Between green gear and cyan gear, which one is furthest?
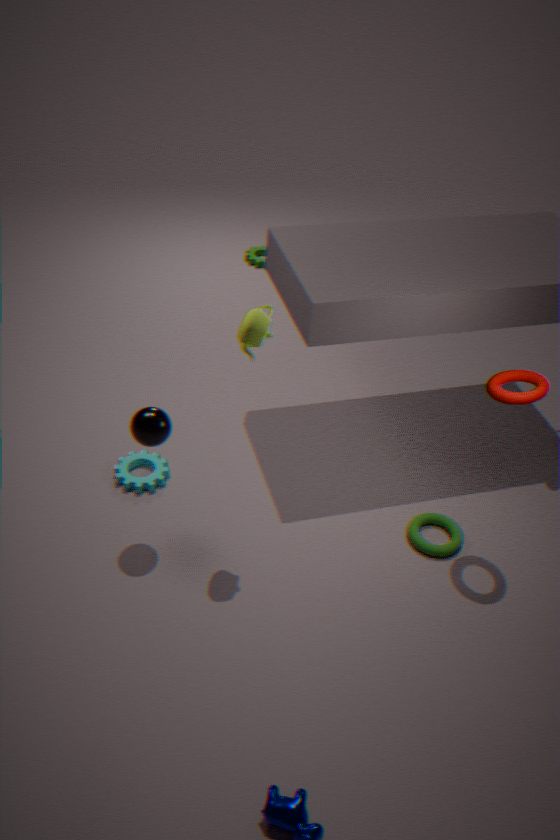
green gear
